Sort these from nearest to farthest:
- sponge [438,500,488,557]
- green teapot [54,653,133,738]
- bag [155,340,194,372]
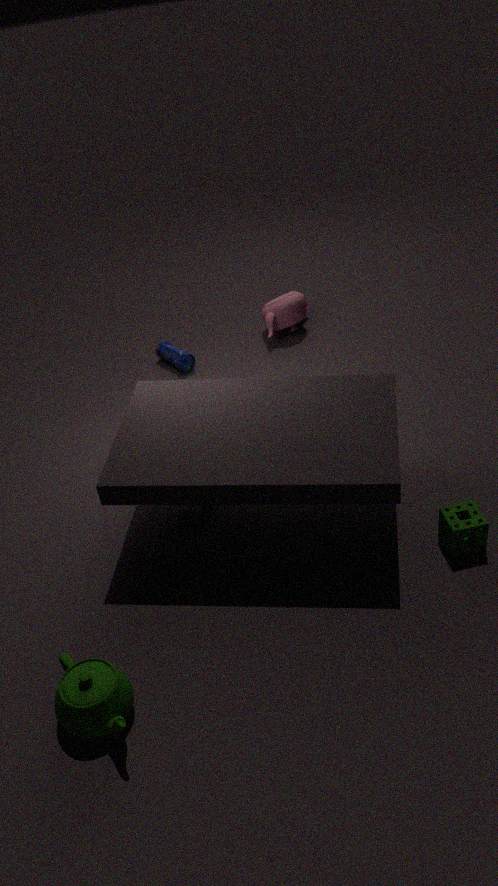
1. green teapot [54,653,133,738]
2. sponge [438,500,488,557]
3. bag [155,340,194,372]
